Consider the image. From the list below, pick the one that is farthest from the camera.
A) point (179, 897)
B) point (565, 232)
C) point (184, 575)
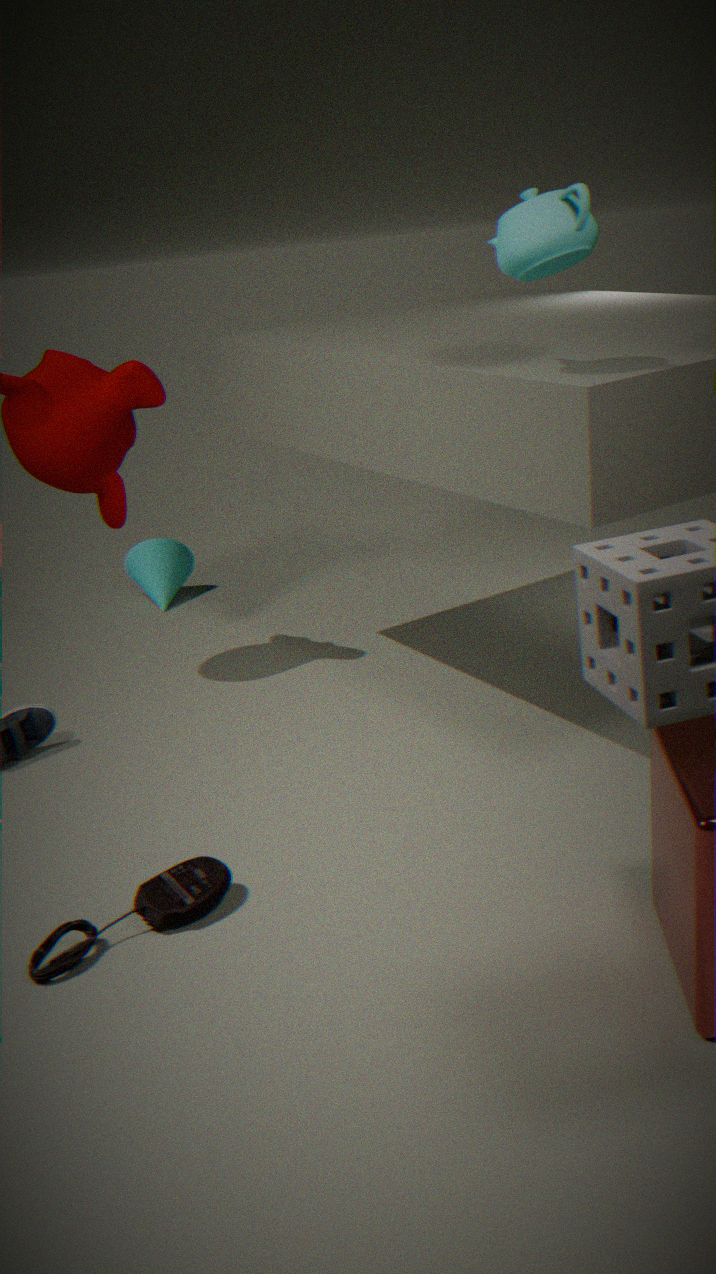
point (184, 575)
